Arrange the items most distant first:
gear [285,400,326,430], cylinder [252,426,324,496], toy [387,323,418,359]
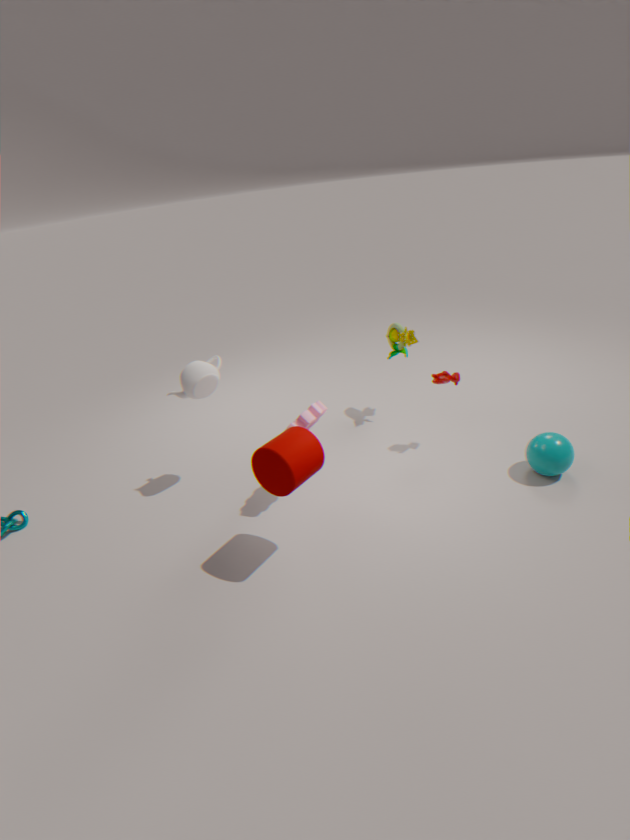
toy [387,323,418,359] < gear [285,400,326,430] < cylinder [252,426,324,496]
